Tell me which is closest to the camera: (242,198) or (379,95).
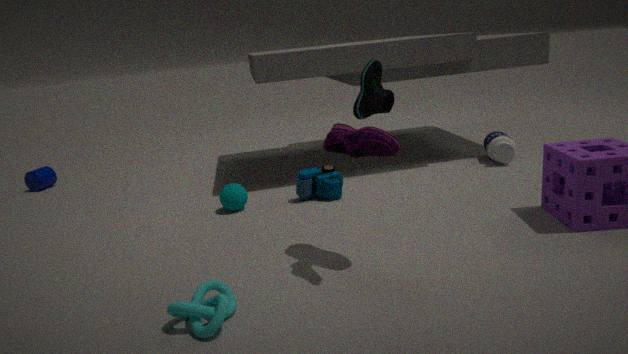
(379,95)
